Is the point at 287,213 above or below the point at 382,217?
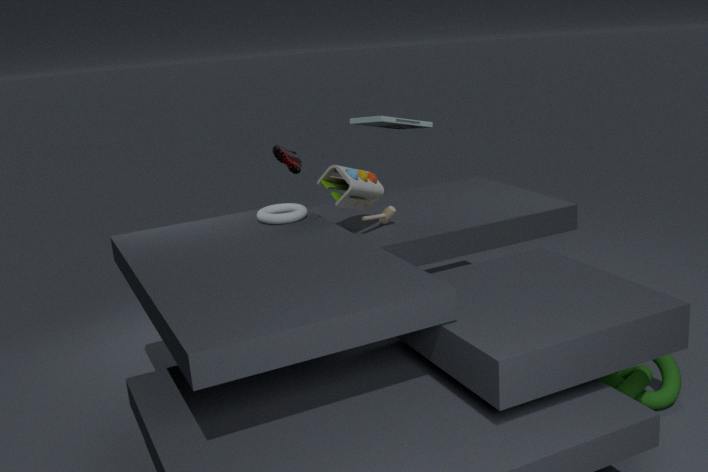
below
